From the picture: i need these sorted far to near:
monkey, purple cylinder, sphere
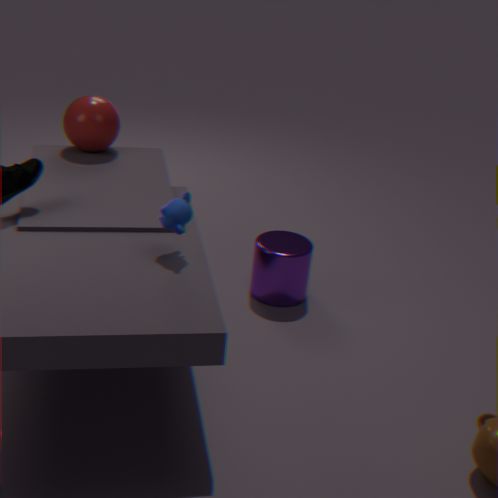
sphere
purple cylinder
monkey
